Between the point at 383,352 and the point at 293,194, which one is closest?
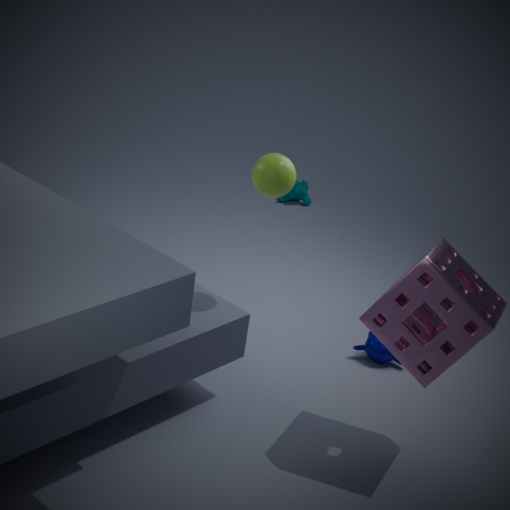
the point at 383,352
